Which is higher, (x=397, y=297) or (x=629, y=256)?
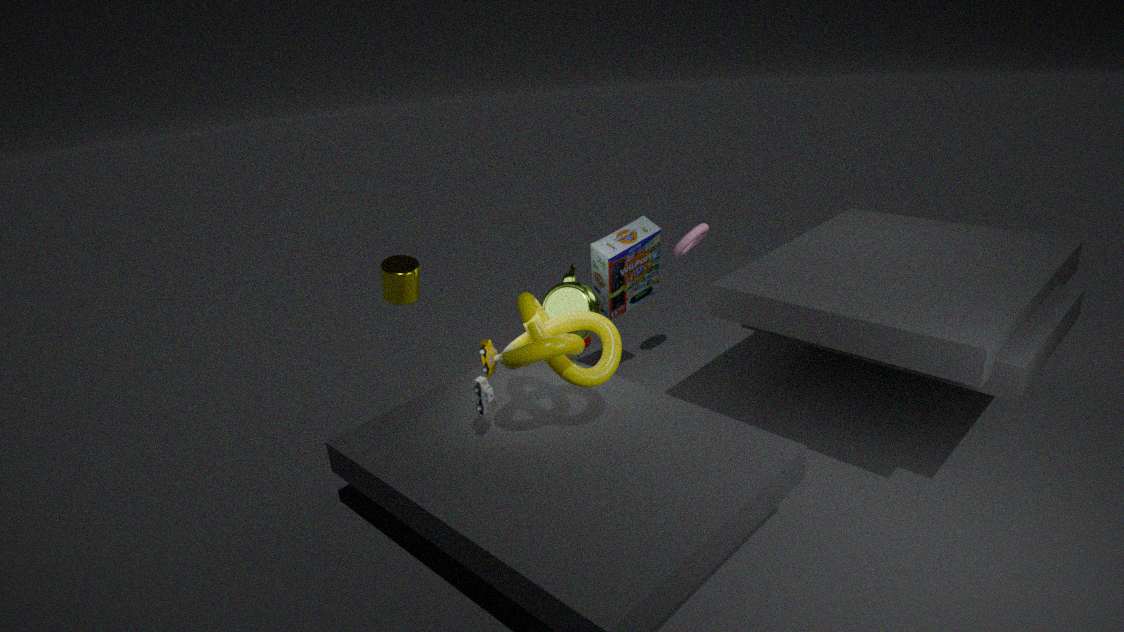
(x=397, y=297)
